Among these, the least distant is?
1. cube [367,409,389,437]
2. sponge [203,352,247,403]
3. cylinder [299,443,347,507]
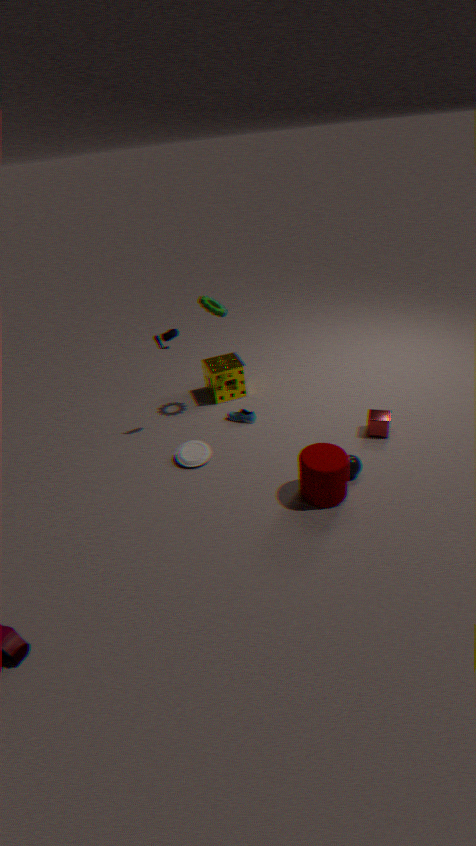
cylinder [299,443,347,507]
